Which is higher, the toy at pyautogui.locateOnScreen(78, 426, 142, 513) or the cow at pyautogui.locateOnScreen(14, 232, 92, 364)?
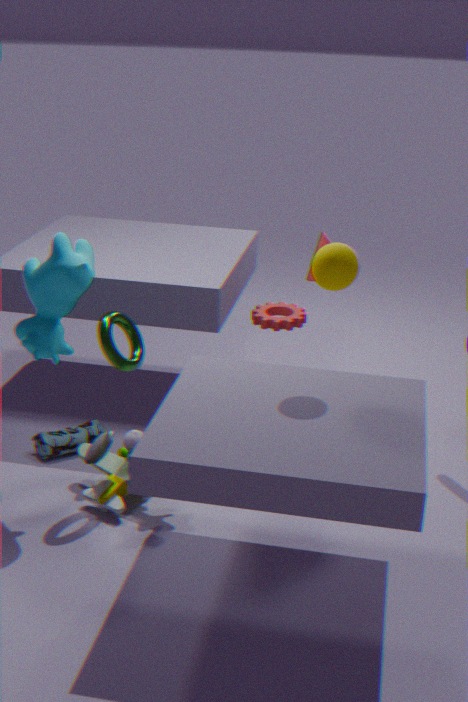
the cow at pyautogui.locateOnScreen(14, 232, 92, 364)
